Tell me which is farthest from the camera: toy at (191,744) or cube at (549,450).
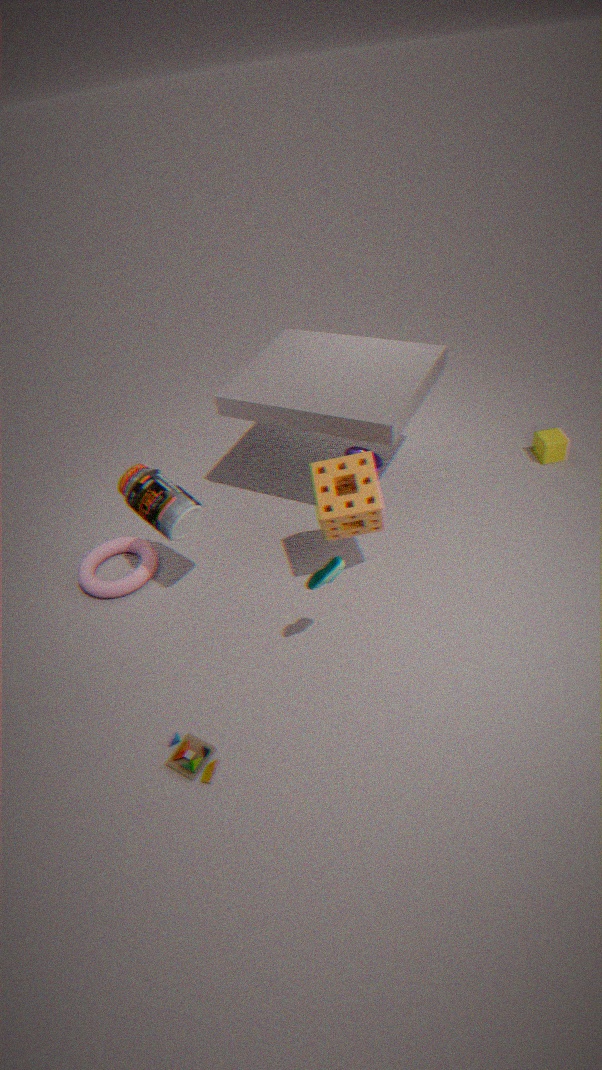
cube at (549,450)
